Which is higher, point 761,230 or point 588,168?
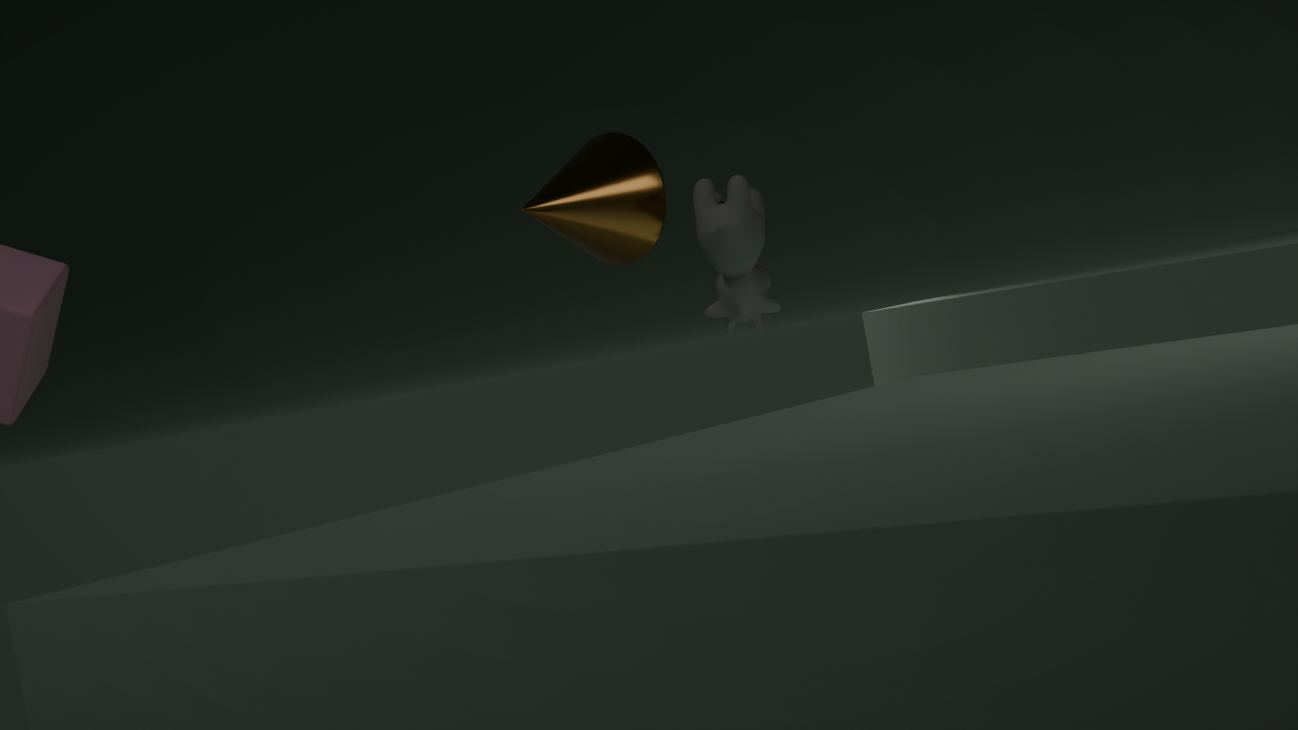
point 588,168
